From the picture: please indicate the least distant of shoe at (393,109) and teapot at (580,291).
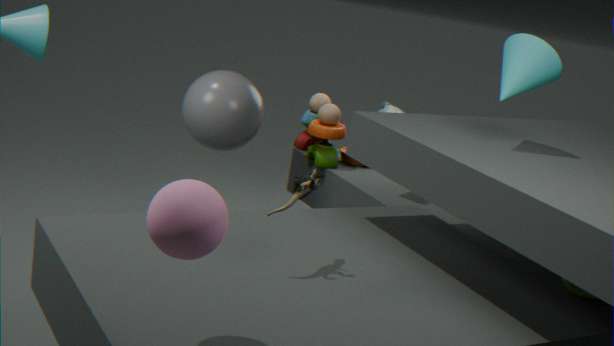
teapot at (580,291)
